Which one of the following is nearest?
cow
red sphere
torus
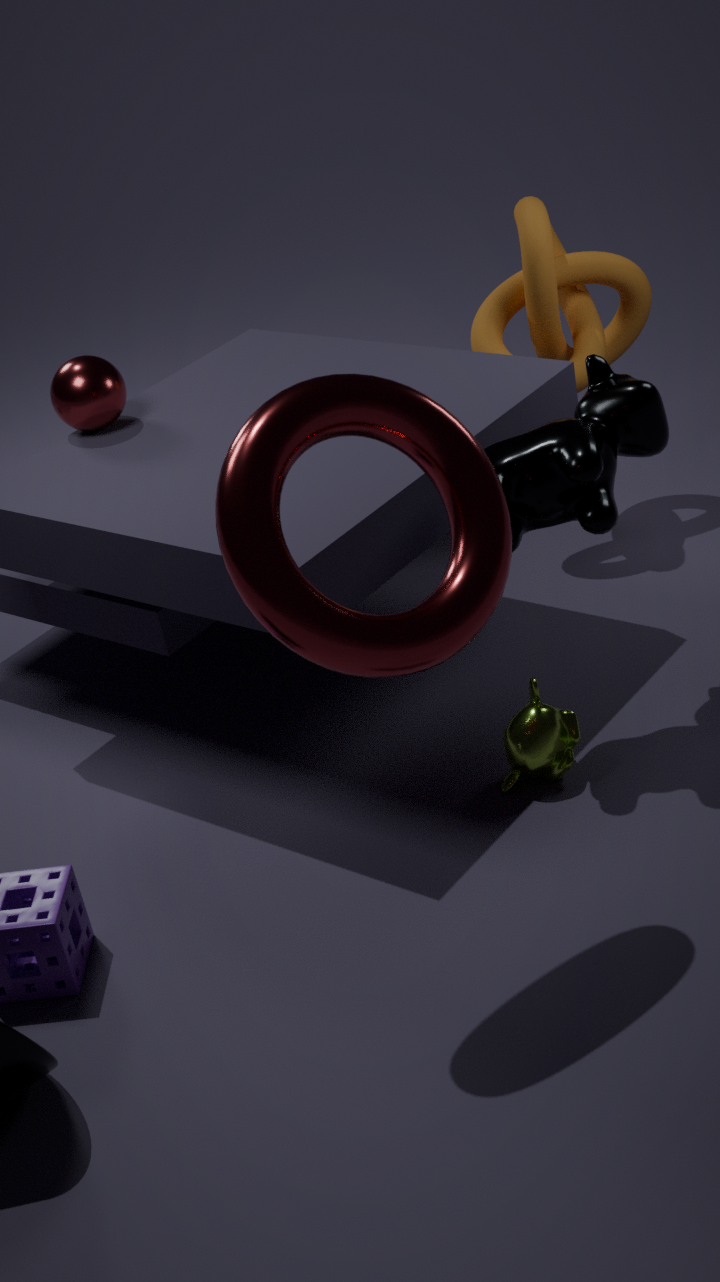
torus
